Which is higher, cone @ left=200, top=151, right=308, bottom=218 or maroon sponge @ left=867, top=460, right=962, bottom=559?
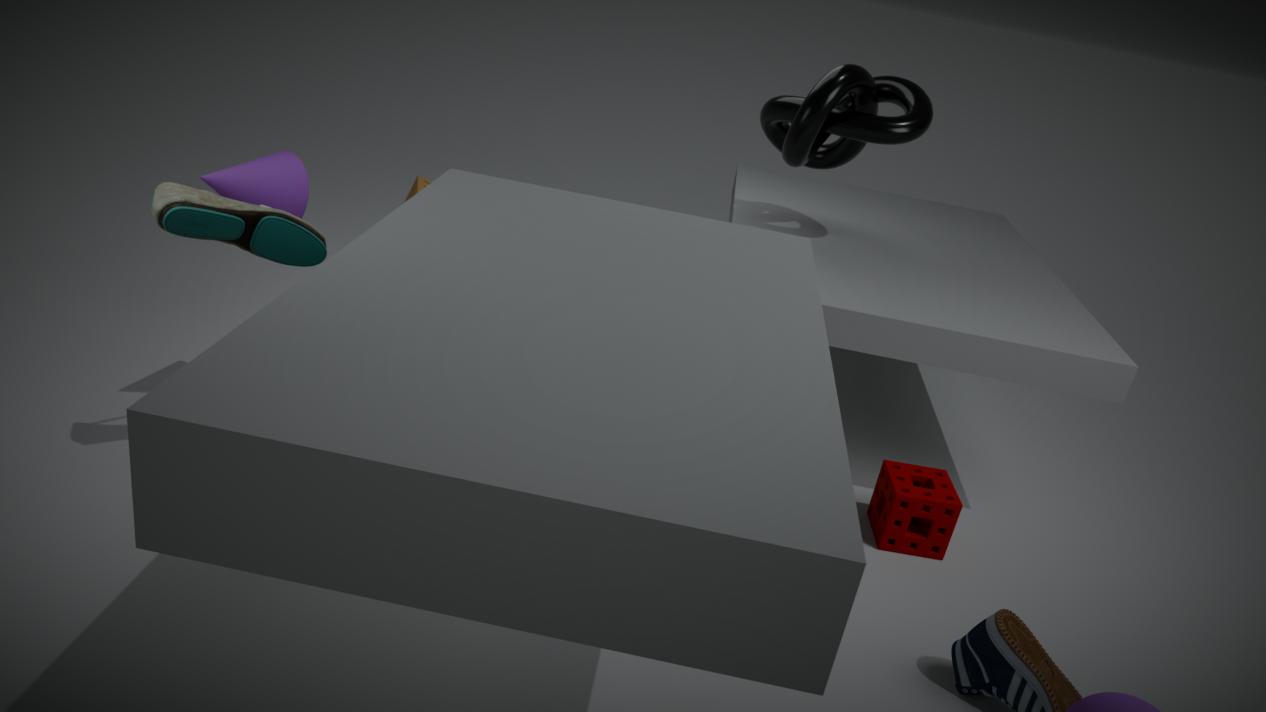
cone @ left=200, top=151, right=308, bottom=218
